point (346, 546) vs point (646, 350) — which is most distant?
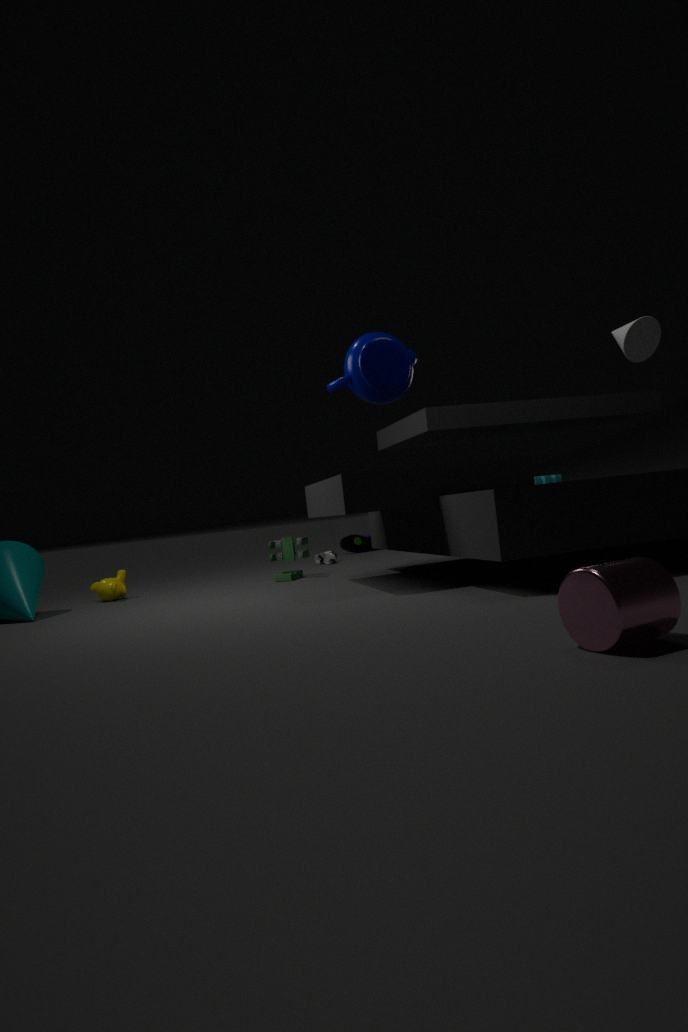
point (346, 546)
